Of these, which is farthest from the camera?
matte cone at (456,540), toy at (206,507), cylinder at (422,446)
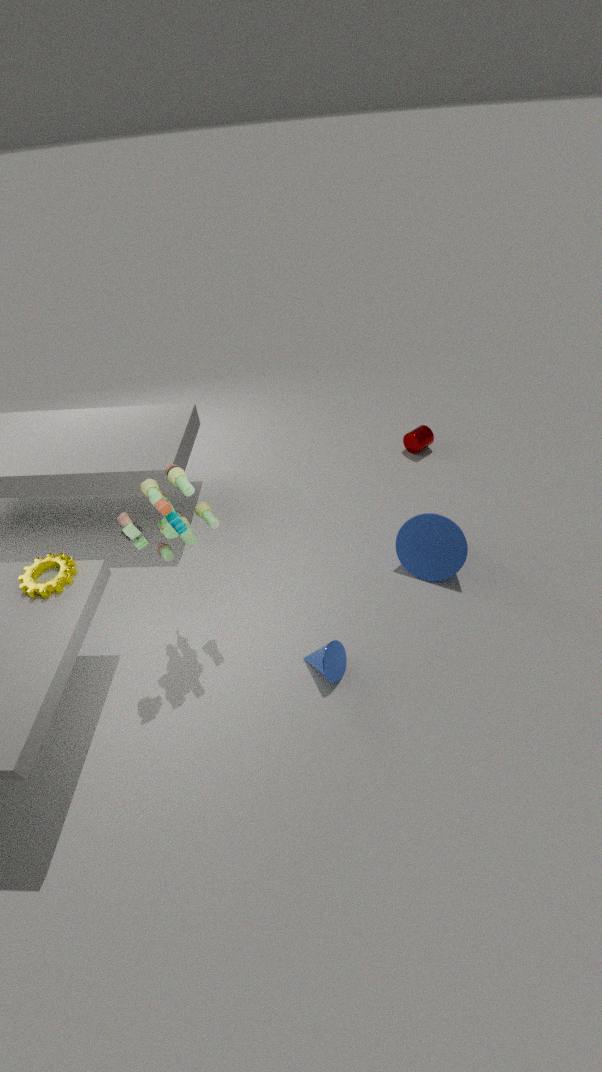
cylinder at (422,446)
